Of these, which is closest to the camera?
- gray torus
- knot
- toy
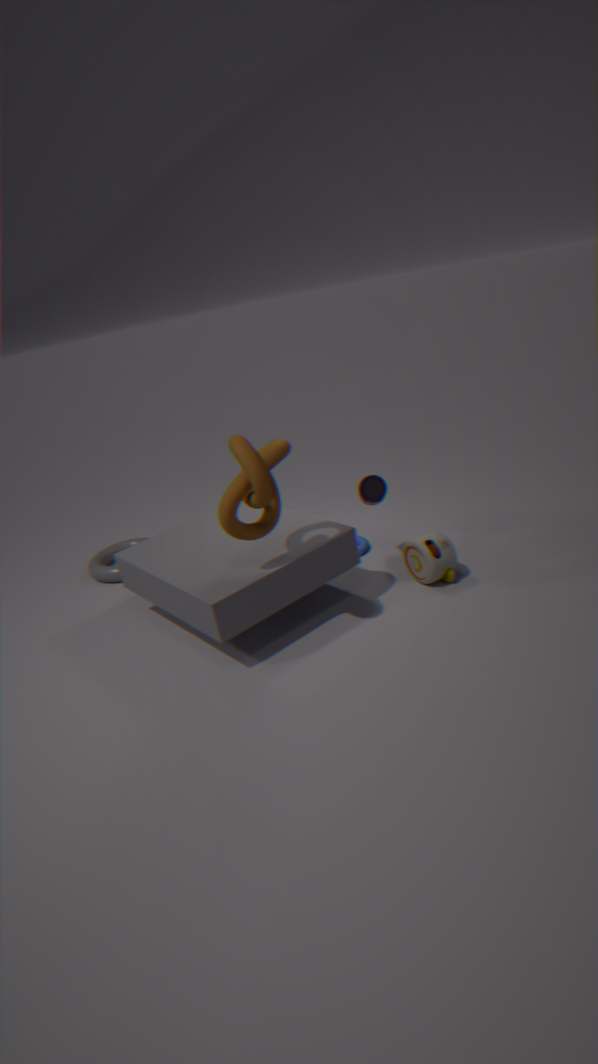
knot
